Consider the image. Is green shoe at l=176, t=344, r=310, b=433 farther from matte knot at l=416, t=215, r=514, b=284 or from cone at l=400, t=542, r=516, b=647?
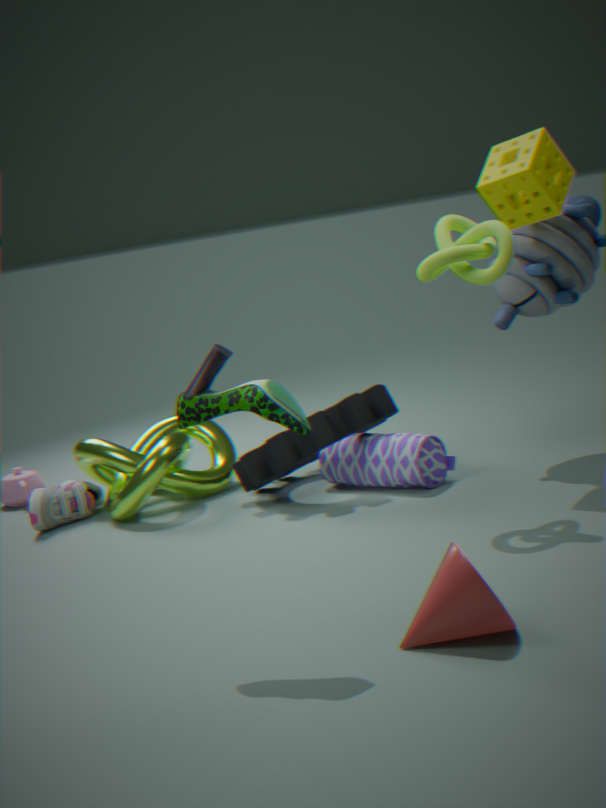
matte knot at l=416, t=215, r=514, b=284
